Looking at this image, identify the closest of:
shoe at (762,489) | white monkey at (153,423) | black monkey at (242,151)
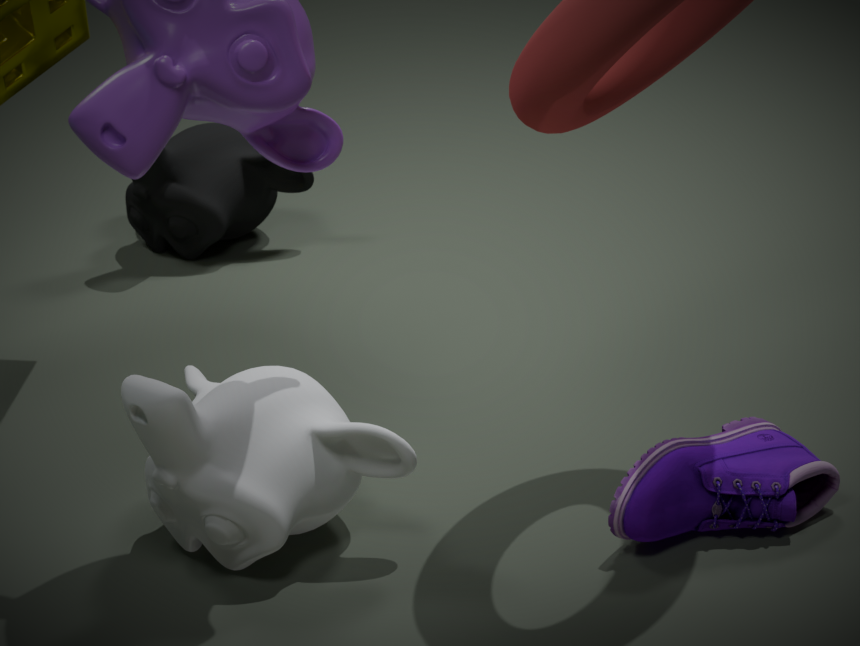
shoe at (762,489)
